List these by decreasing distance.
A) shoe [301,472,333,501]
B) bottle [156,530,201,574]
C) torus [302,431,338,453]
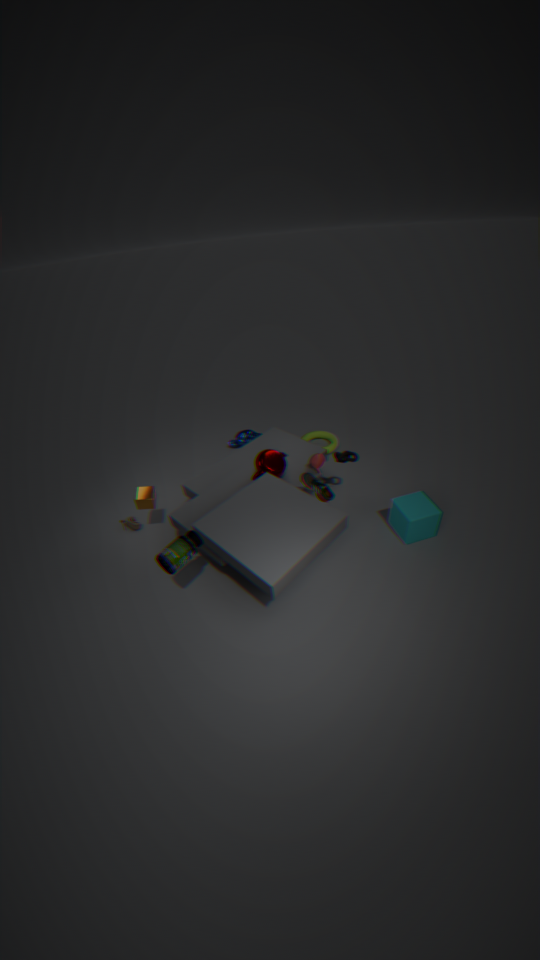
torus [302,431,338,453]
shoe [301,472,333,501]
bottle [156,530,201,574]
